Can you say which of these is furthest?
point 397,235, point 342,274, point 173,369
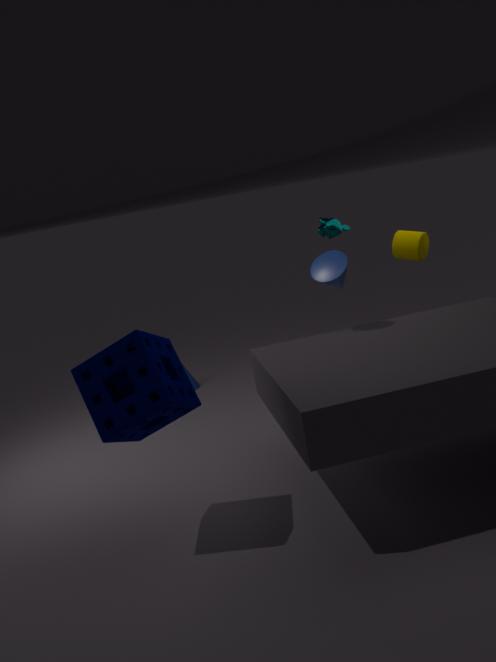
point 397,235
